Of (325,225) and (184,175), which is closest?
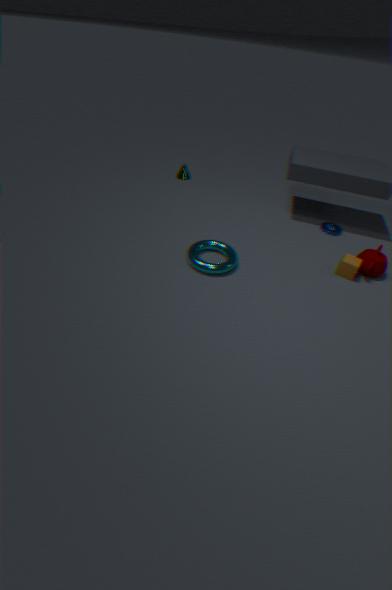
(325,225)
